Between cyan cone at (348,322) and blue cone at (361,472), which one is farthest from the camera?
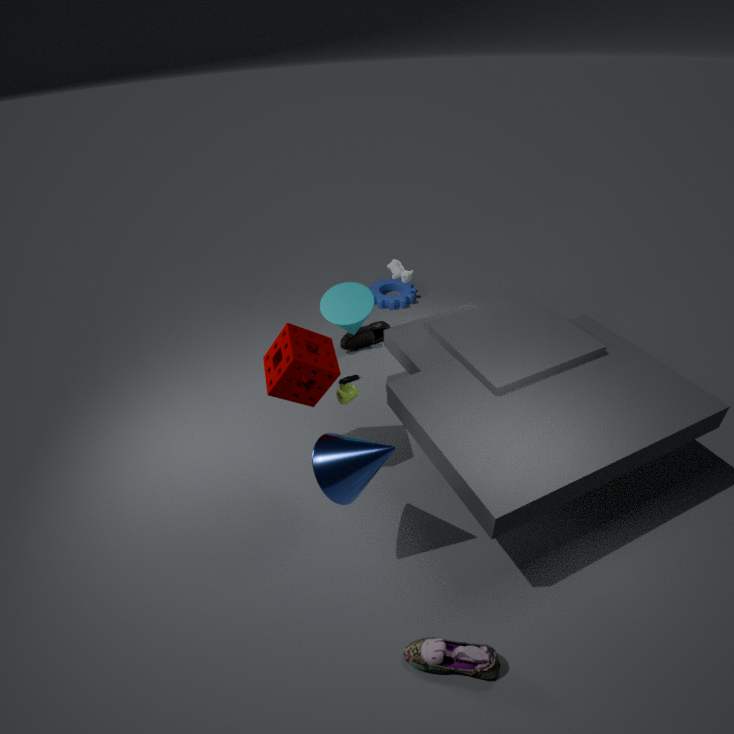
cyan cone at (348,322)
